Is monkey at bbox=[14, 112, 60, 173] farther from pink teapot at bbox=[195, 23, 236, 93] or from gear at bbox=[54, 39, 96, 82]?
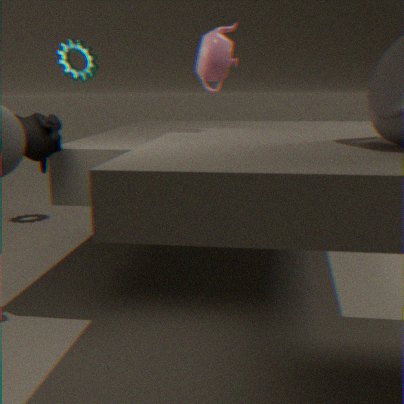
gear at bbox=[54, 39, 96, 82]
